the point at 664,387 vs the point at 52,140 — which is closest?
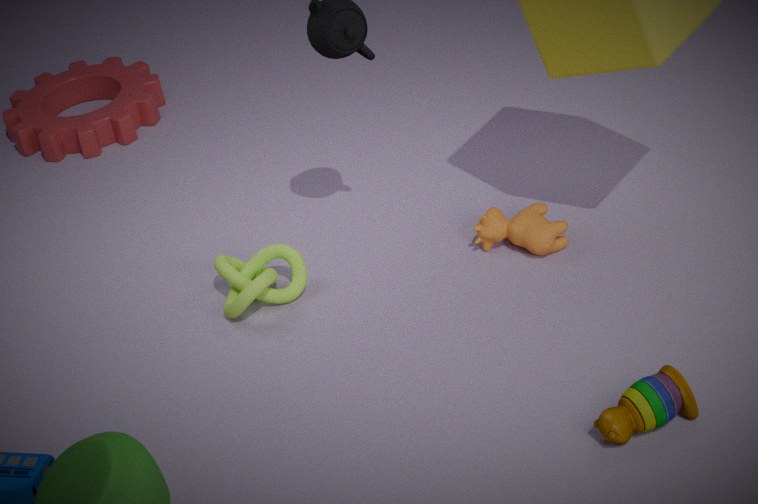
the point at 664,387
